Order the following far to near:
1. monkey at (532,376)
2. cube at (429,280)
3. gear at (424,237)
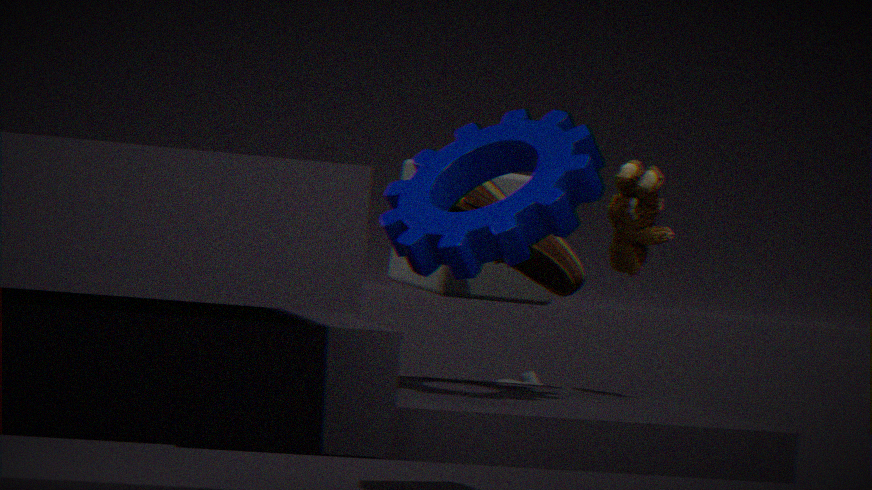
monkey at (532,376) → cube at (429,280) → gear at (424,237)
